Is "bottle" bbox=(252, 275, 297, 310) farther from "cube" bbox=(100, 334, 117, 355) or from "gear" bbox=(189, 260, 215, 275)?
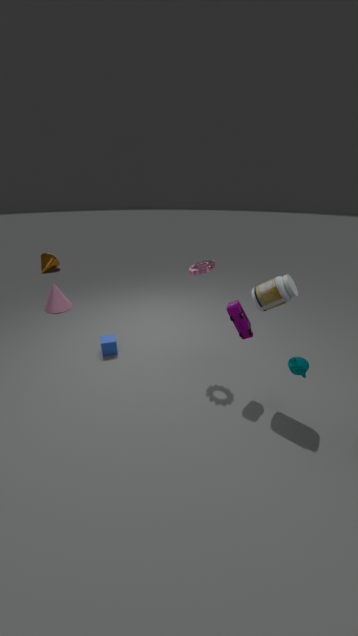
"cube" bbox=(100, 334, 117, 355)
